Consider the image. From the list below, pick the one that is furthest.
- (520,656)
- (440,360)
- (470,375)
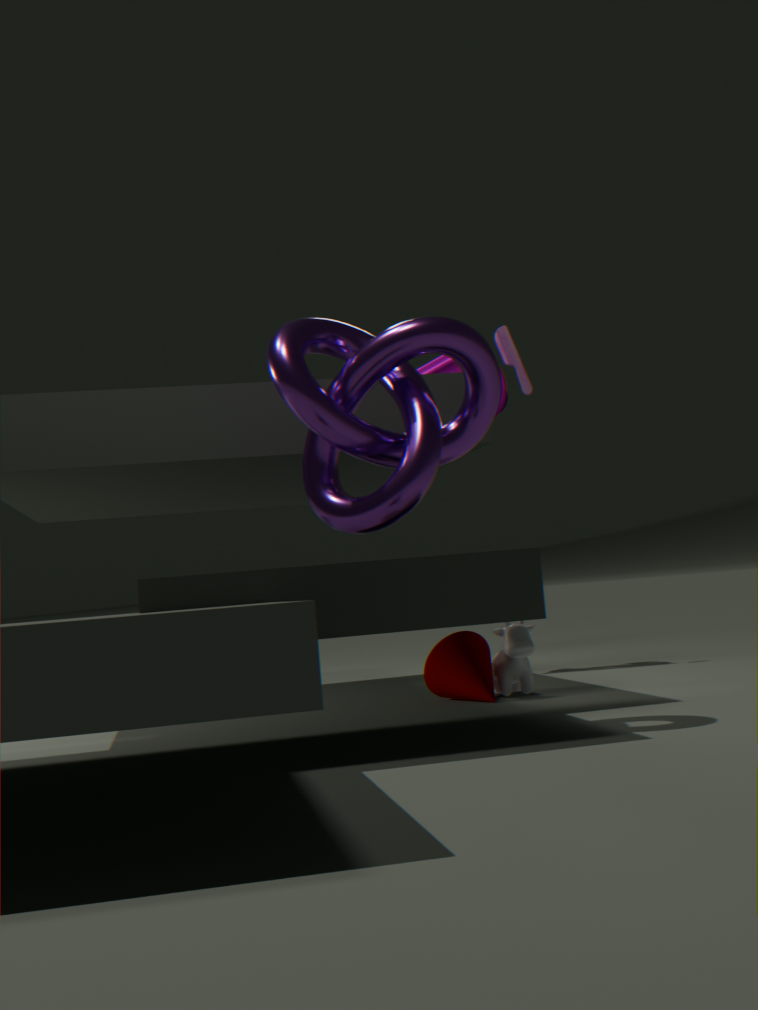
(440,360)
